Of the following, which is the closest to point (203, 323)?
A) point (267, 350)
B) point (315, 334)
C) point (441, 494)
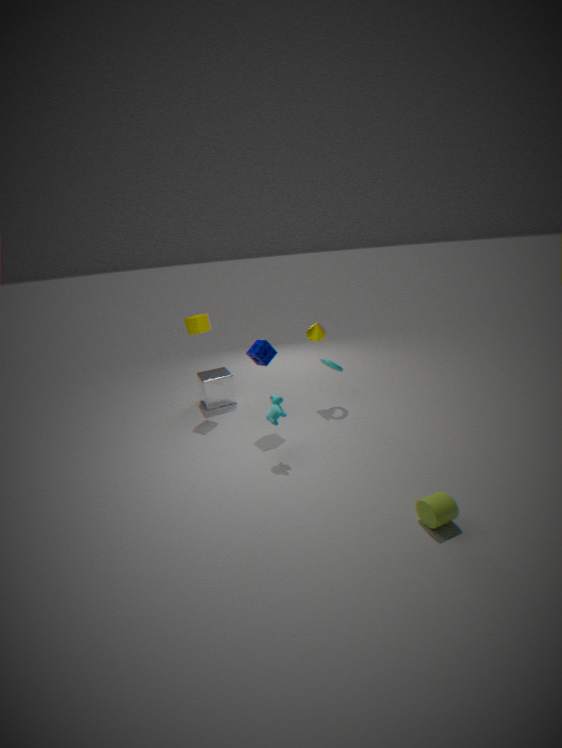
point (267, 350)
